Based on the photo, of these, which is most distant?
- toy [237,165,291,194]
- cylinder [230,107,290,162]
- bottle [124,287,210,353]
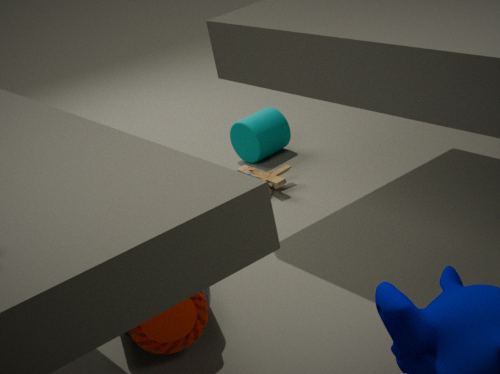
cylinder [230,107,290,162]
